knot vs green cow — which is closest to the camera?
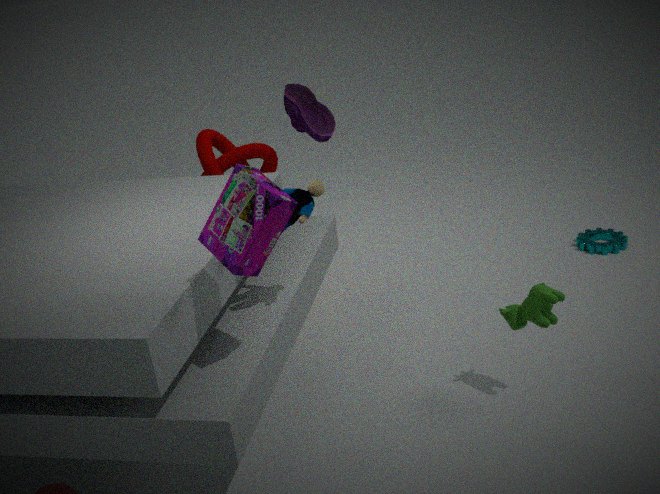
green cow
